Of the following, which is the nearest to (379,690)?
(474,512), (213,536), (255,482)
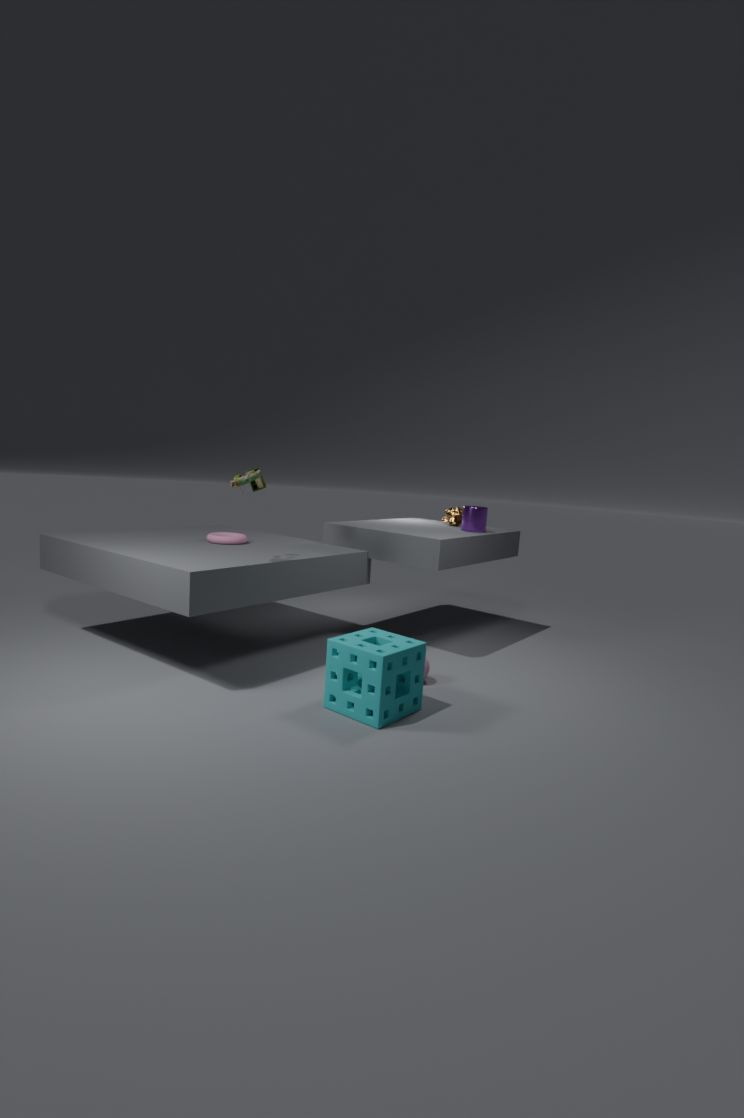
(255,482)
